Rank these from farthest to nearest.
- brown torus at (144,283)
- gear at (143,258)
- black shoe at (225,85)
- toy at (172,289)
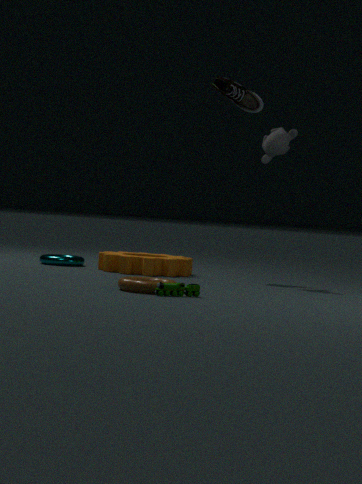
black shoe at (225,85) < gear at (143,258) < brown torus at (144,283) < toy at (172,289)
